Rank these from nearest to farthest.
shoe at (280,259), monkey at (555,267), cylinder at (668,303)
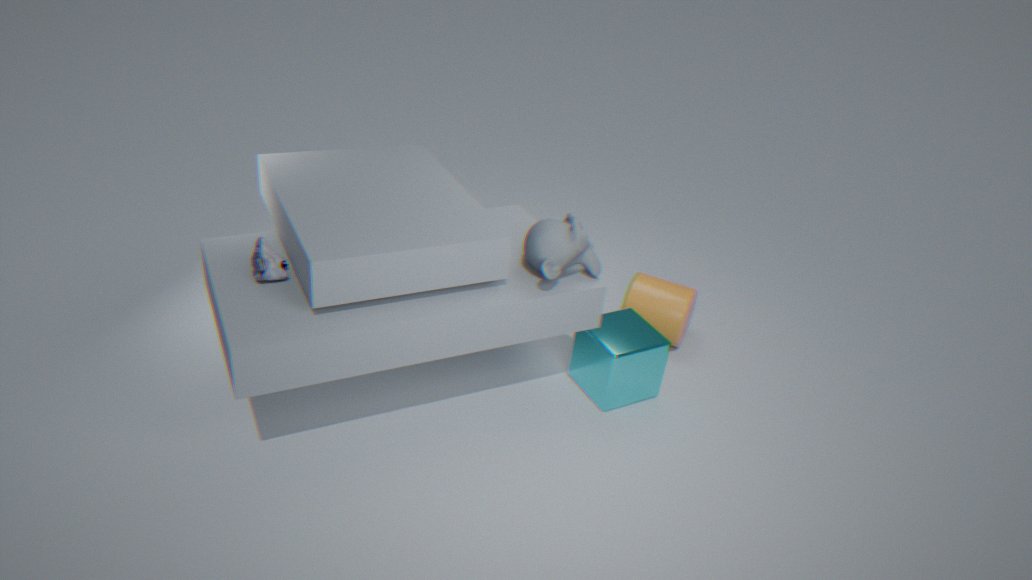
shoe at (280,259)
monkey at (555,267)
cylinder at (668,303)
